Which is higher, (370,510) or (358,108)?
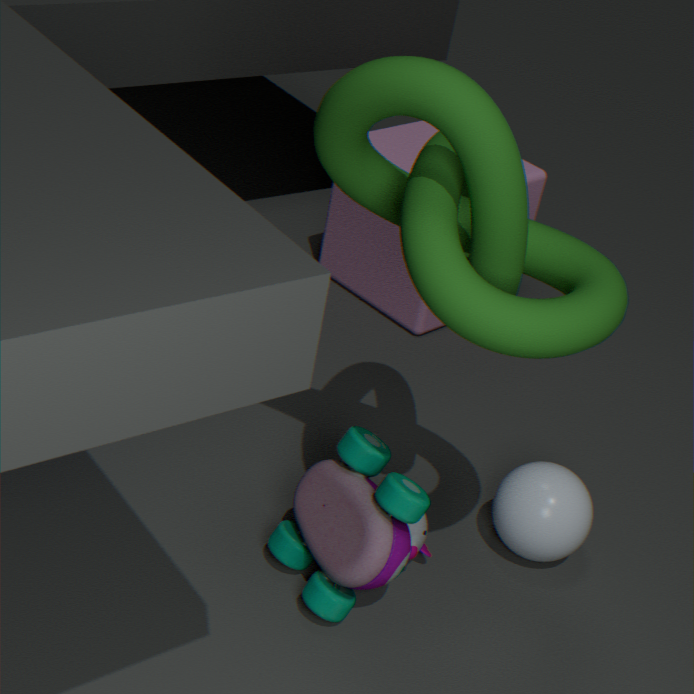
(358,108)
